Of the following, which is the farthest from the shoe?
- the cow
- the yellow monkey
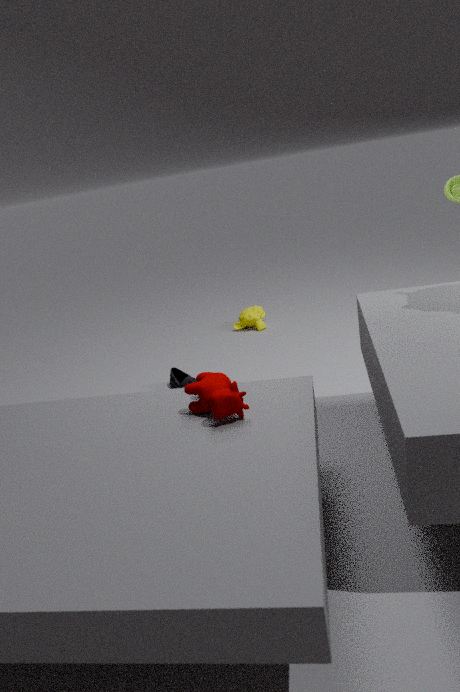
the cow
